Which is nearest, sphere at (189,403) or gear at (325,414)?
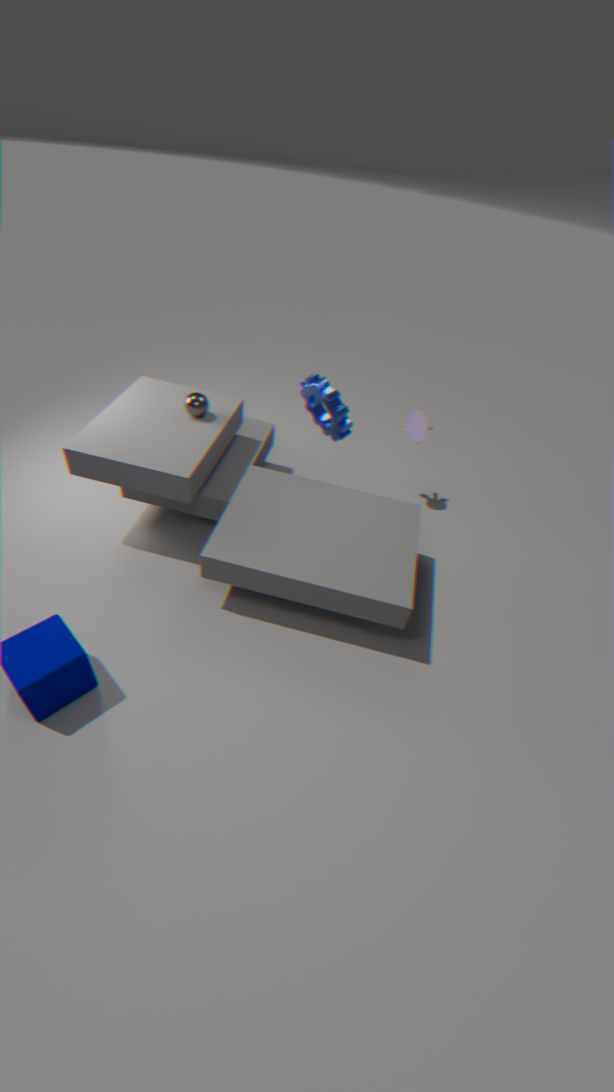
gear at (325,414)
